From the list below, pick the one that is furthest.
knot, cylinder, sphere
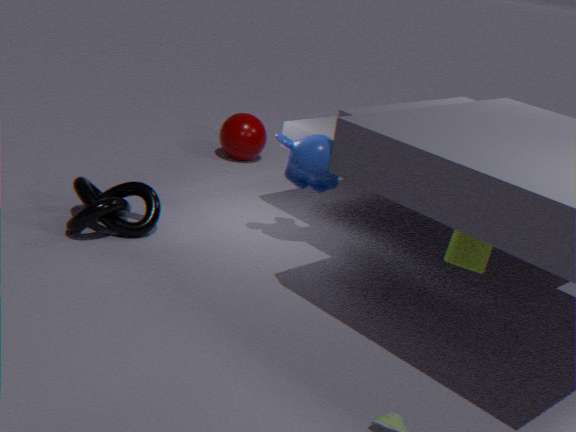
sphere
